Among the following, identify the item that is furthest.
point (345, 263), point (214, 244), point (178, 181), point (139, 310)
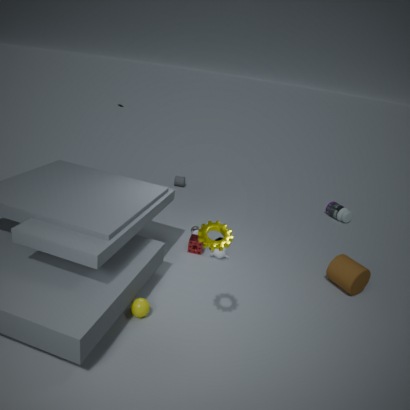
point (178, 181)
